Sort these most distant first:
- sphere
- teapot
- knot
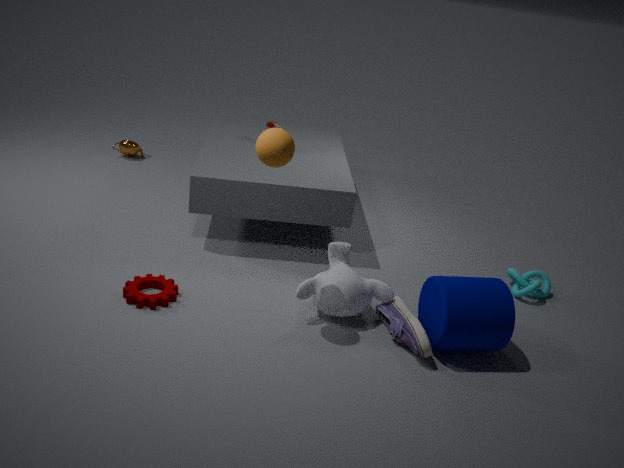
teapot, knot, sphere
